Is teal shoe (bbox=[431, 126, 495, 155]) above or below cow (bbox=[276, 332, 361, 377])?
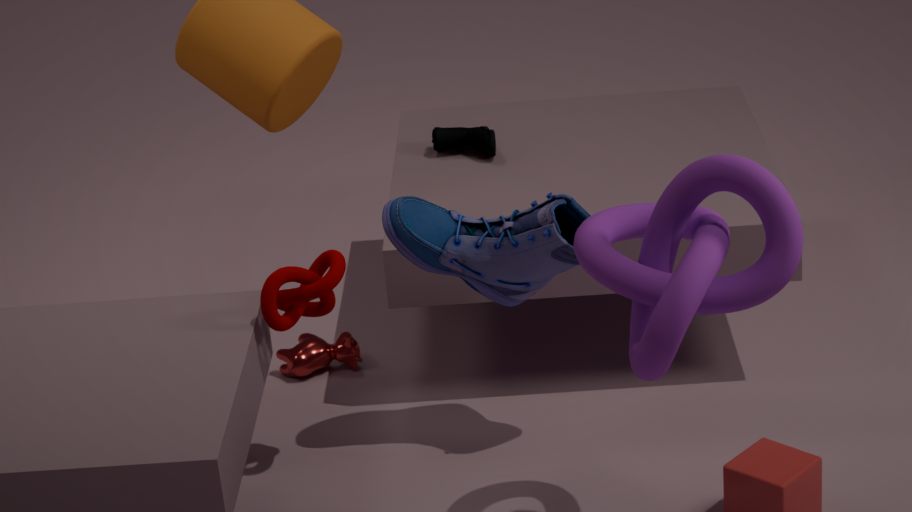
above
